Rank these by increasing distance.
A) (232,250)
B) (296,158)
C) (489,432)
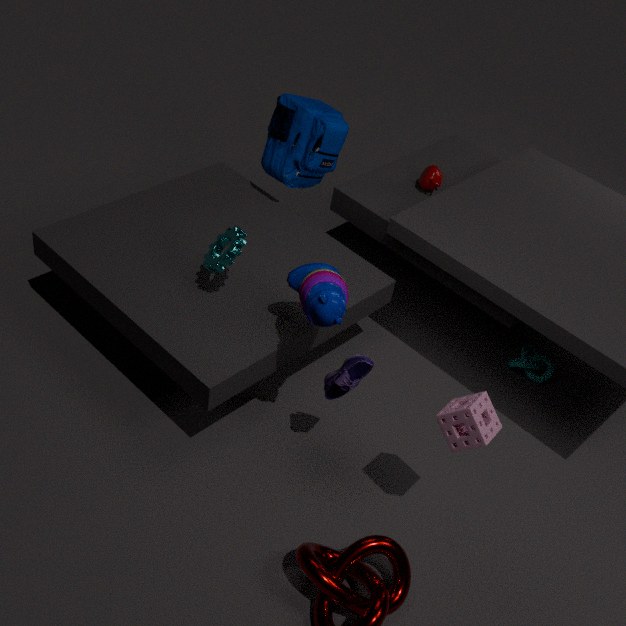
(489,432) → (232,250) → (296,158)
